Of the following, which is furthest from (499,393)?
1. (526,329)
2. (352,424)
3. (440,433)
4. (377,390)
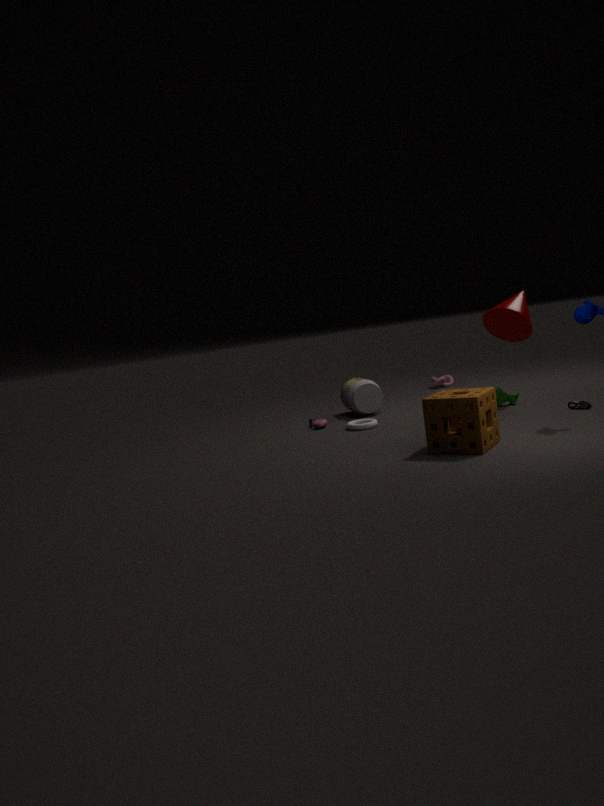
(440,433)
